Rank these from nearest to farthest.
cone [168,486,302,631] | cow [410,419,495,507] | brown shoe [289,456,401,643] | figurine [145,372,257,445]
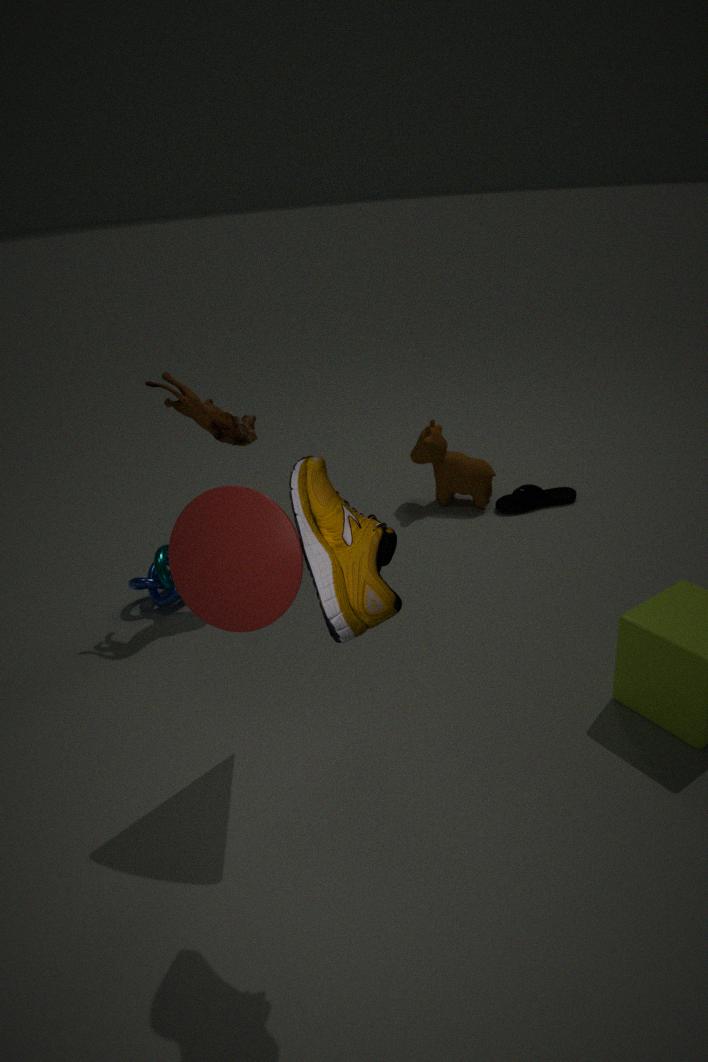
1. brown shoe [289,456,401,643]
2. cone [168,486,302,631]
3. figurine [145,372,257,445]
4. cow [410,419,495,507]
